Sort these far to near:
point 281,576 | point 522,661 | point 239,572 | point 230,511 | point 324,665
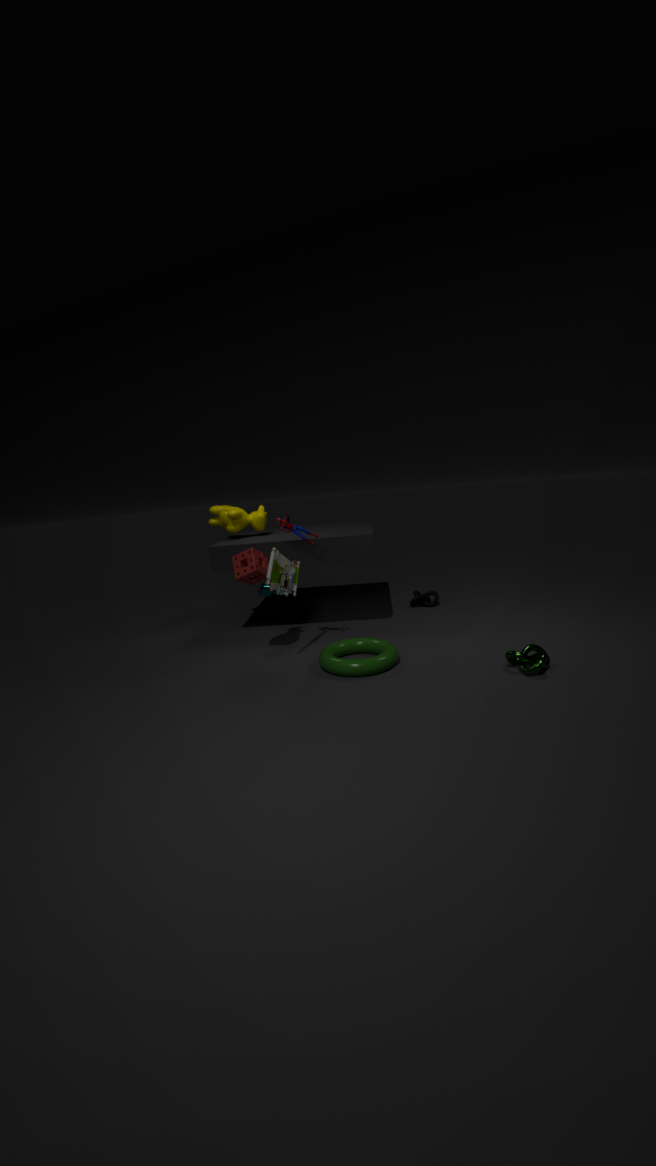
point 230,511 < point 239,572 < point 281,576 < point 324,665 < point 522,661
